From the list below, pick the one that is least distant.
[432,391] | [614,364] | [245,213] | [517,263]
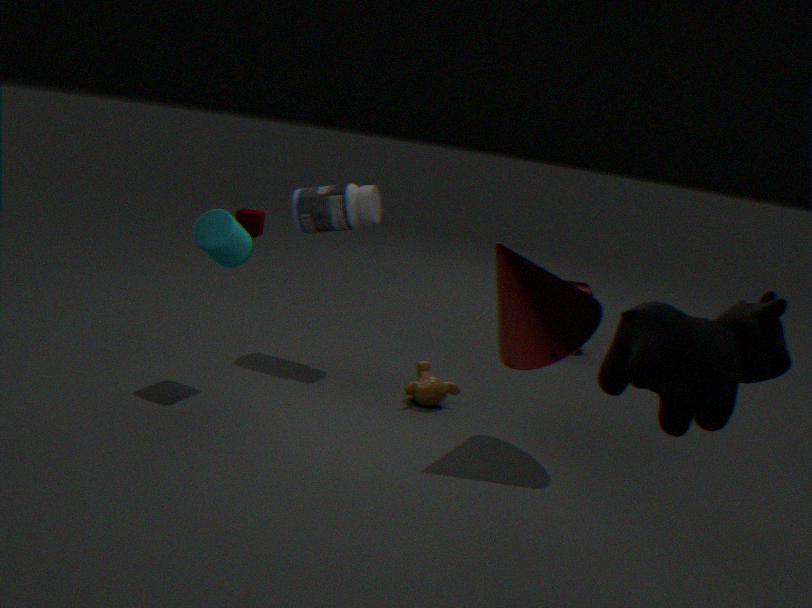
[614,364]
